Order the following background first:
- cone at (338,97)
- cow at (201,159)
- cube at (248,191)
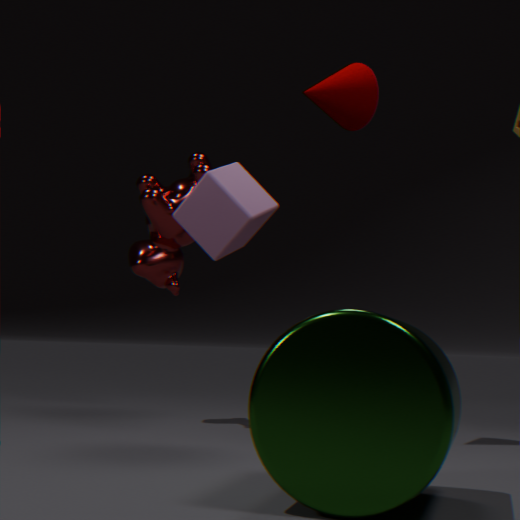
cow at (201,159)
cone at (338,97)
cube at (248,191)
